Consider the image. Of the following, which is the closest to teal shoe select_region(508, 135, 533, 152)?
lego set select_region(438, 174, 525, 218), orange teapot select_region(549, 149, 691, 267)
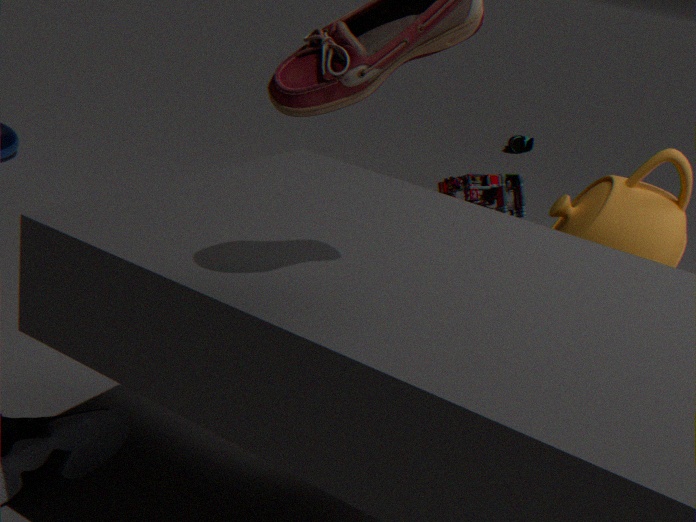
lego set select_region(438, 174, 525, 218)
